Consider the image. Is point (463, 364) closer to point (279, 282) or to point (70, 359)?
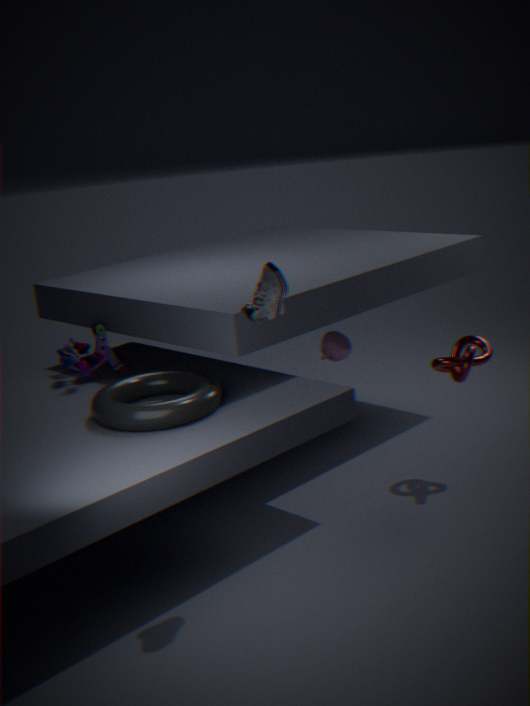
Result: point (279, 282)
